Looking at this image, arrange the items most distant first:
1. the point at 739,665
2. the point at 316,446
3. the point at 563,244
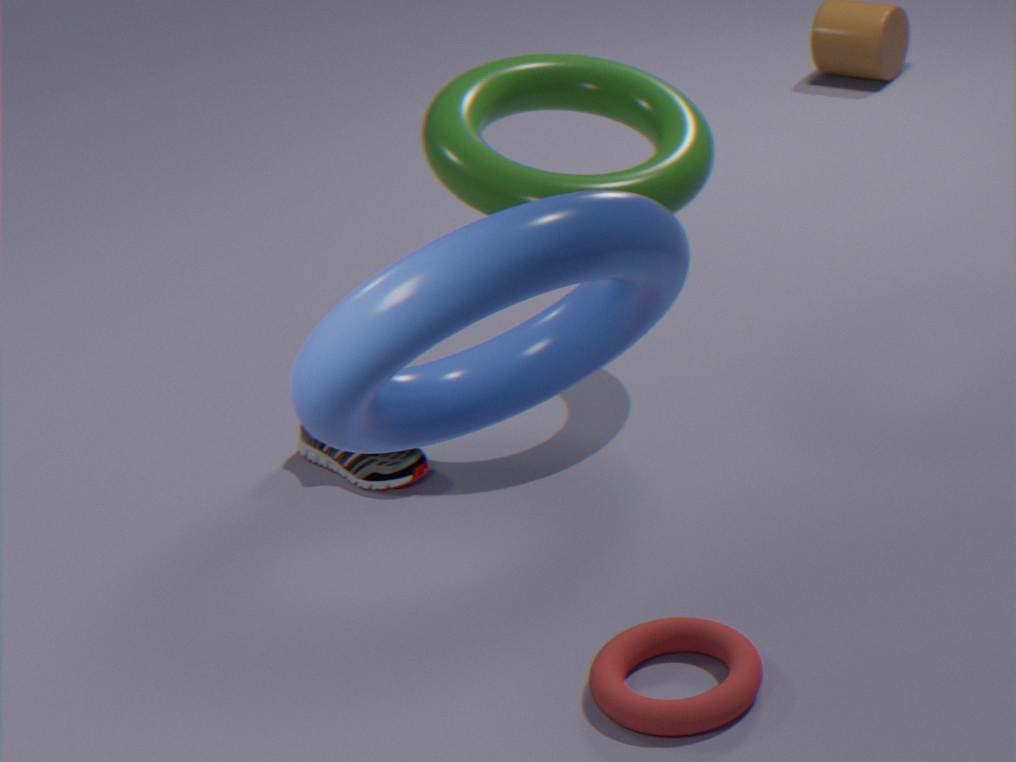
the point at 316,446, the point at 739,665, the point at 563,244
